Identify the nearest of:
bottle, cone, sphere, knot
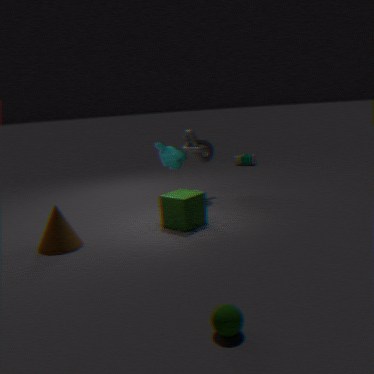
sphere
